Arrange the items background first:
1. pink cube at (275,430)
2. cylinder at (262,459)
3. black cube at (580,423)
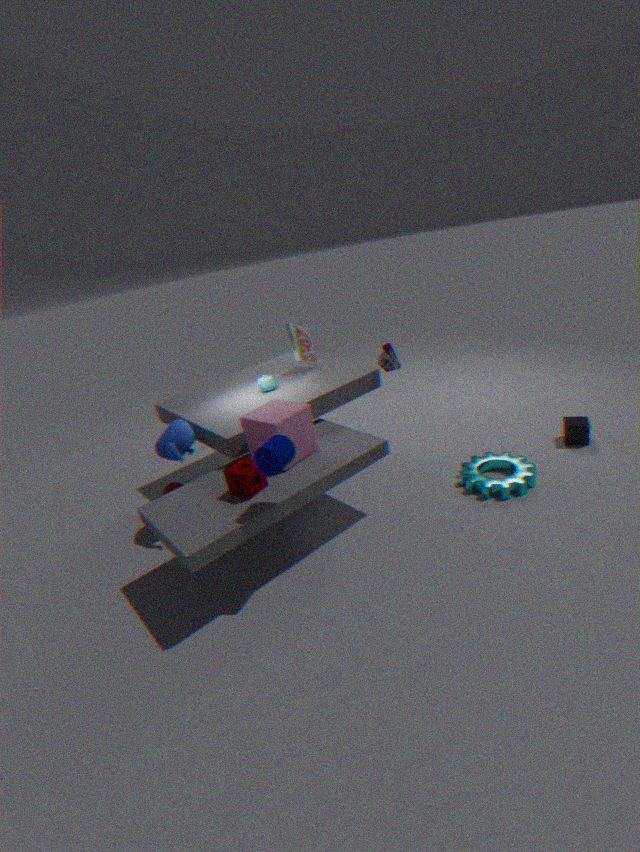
black cube at (580,423) → pink cube at (275,430) → cylinder at (262,459)
